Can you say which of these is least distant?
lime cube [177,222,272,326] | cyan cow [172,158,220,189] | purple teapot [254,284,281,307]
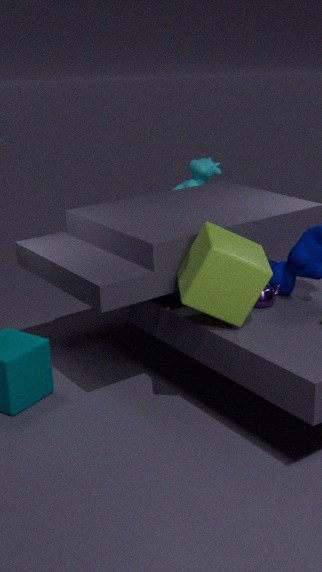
lime cube [177,222,272,326]
